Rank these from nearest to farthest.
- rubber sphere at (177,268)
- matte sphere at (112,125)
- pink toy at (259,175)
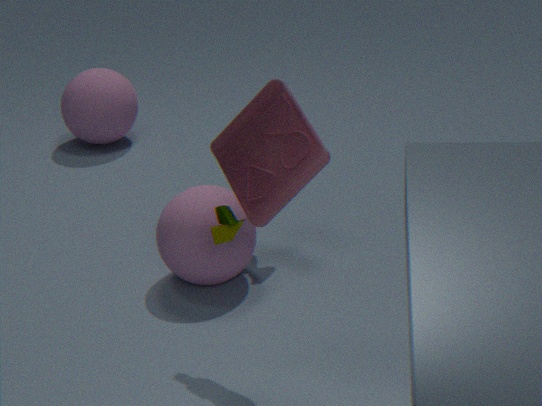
1. pink toy at (259,175)
2. rubber sphere at (177,268)
3. matte sphere at (112,125)
